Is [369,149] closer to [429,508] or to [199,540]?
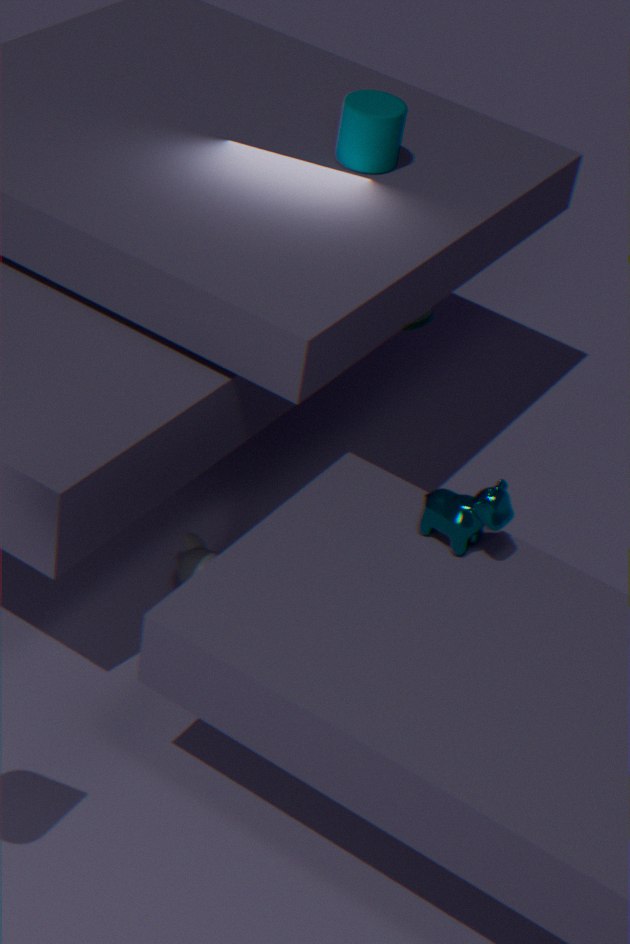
[429,508]
